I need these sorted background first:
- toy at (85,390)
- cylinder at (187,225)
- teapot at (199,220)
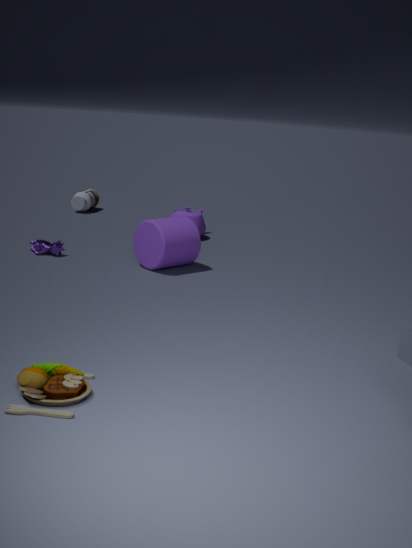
teapot at (199,220) → cylinder at (187,225) → toy at (85,390)
